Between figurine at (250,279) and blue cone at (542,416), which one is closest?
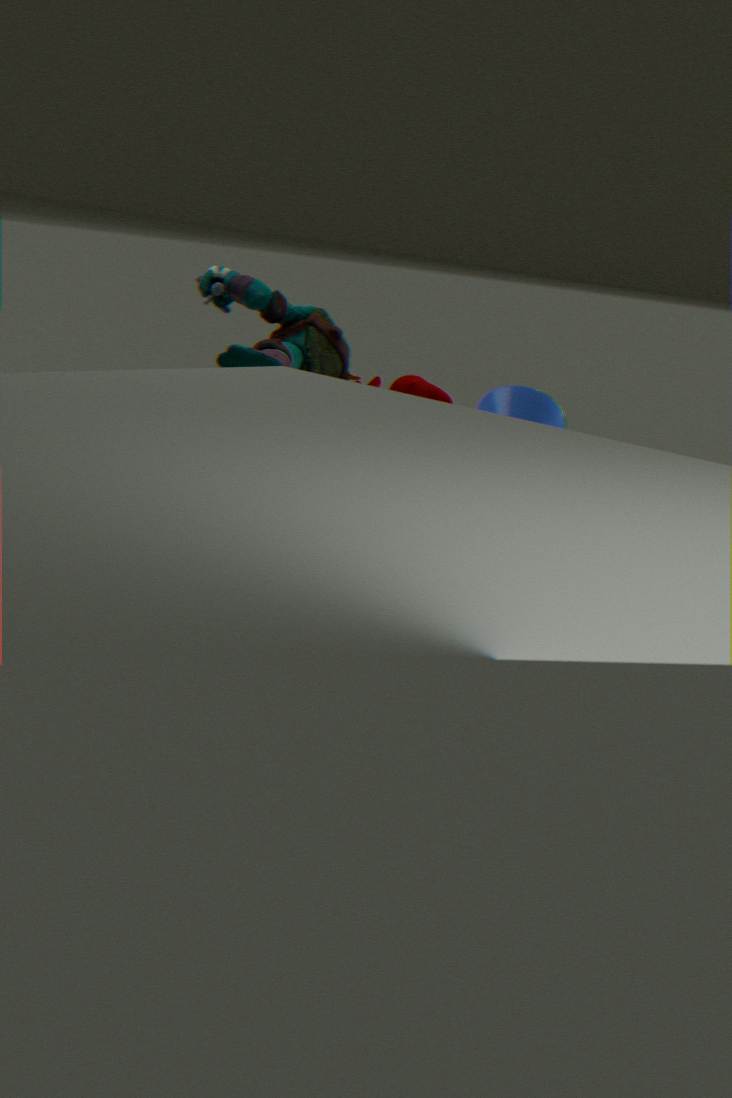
figurine at (250,279)
